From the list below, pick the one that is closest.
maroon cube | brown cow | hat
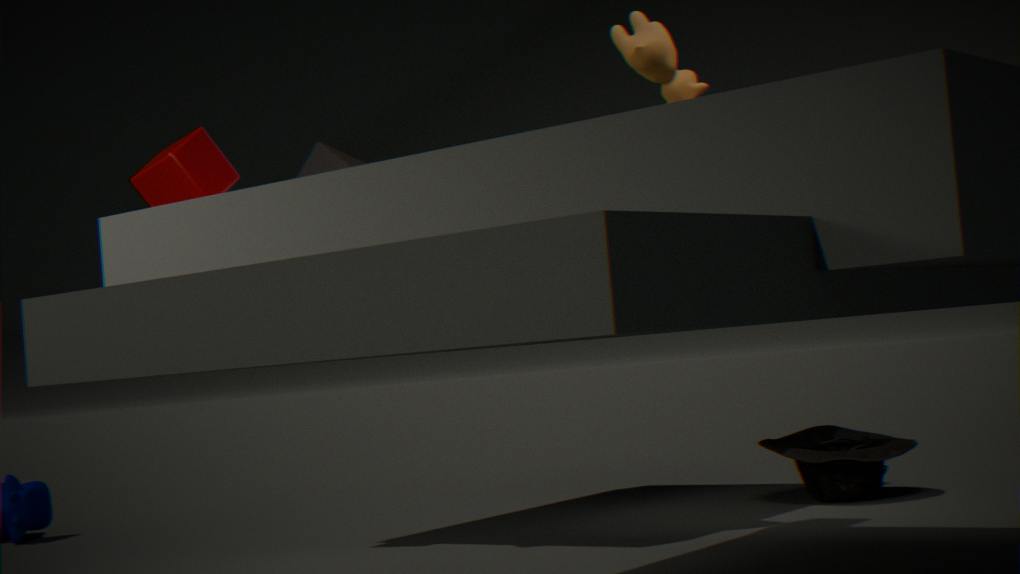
brown cow
